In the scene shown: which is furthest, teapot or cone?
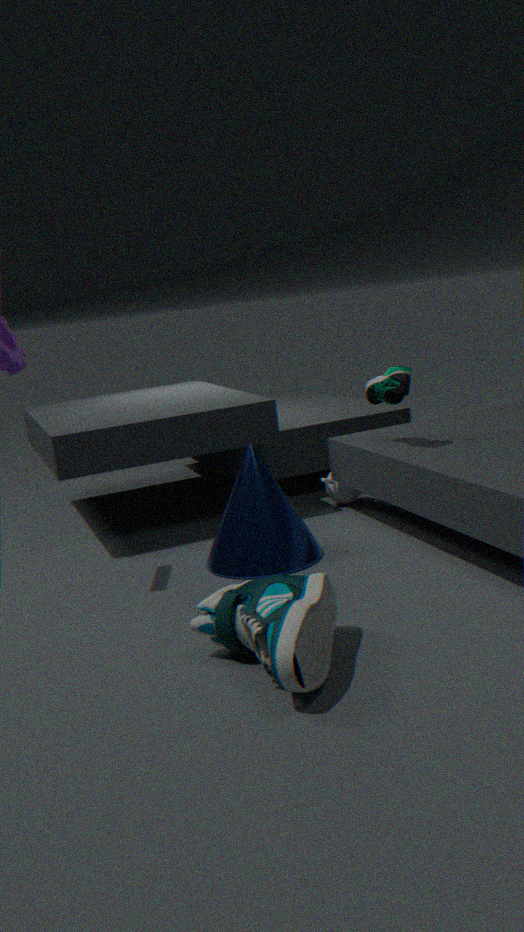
teapot
